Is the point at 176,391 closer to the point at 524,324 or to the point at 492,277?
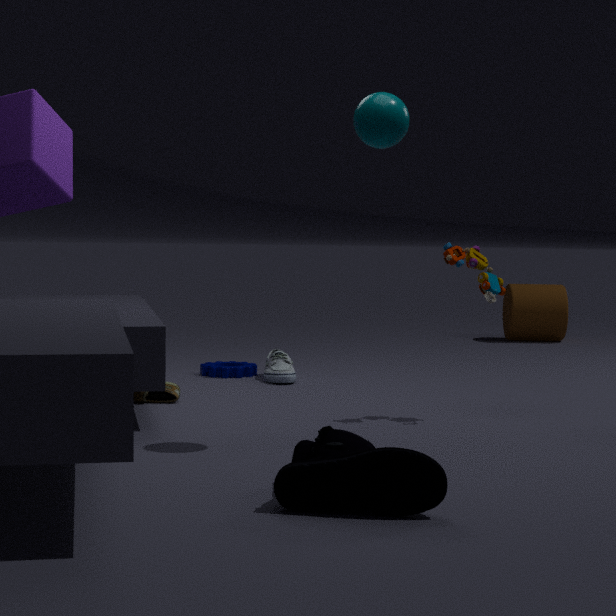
the point at 492,277
